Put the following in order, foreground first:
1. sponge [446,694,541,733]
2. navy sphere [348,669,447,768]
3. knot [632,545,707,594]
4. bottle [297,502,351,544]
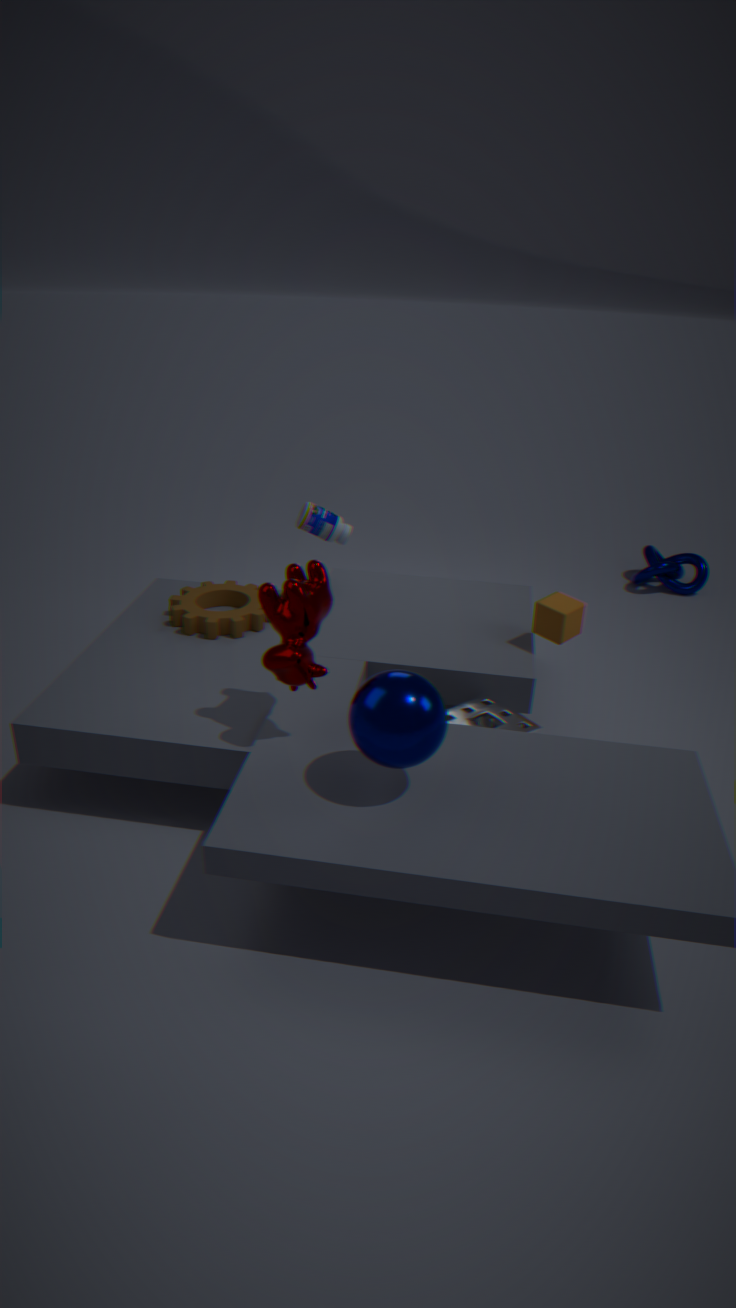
navy sphere [348,669,447,768] < sponge [446,694,541,733] < bottle [297,502,351,544] < knot [632,545,707,594]
